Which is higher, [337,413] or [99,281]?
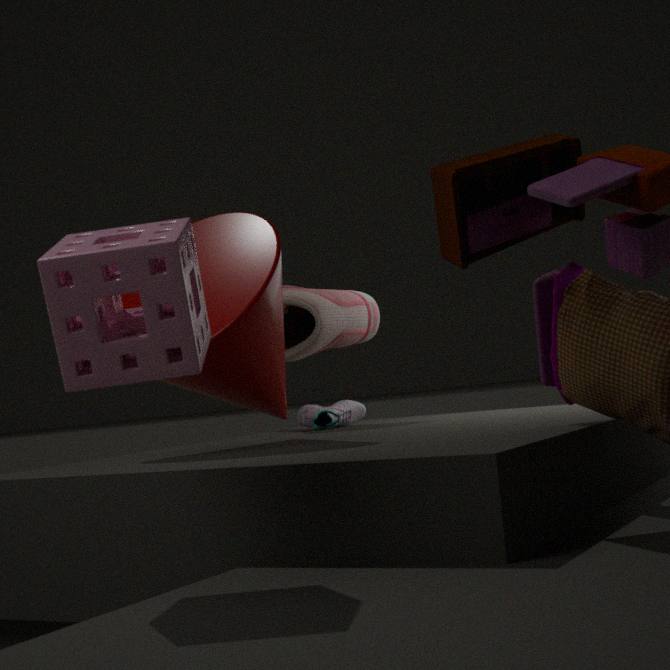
[99,281]
